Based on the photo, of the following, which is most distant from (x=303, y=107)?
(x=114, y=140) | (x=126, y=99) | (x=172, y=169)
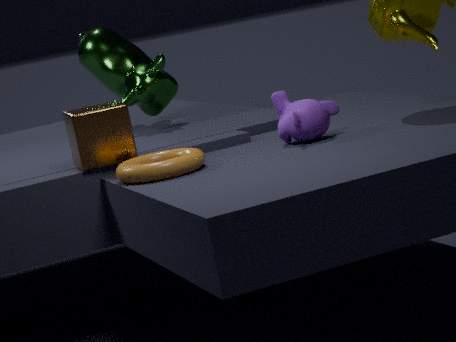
(x=126, y=99)
